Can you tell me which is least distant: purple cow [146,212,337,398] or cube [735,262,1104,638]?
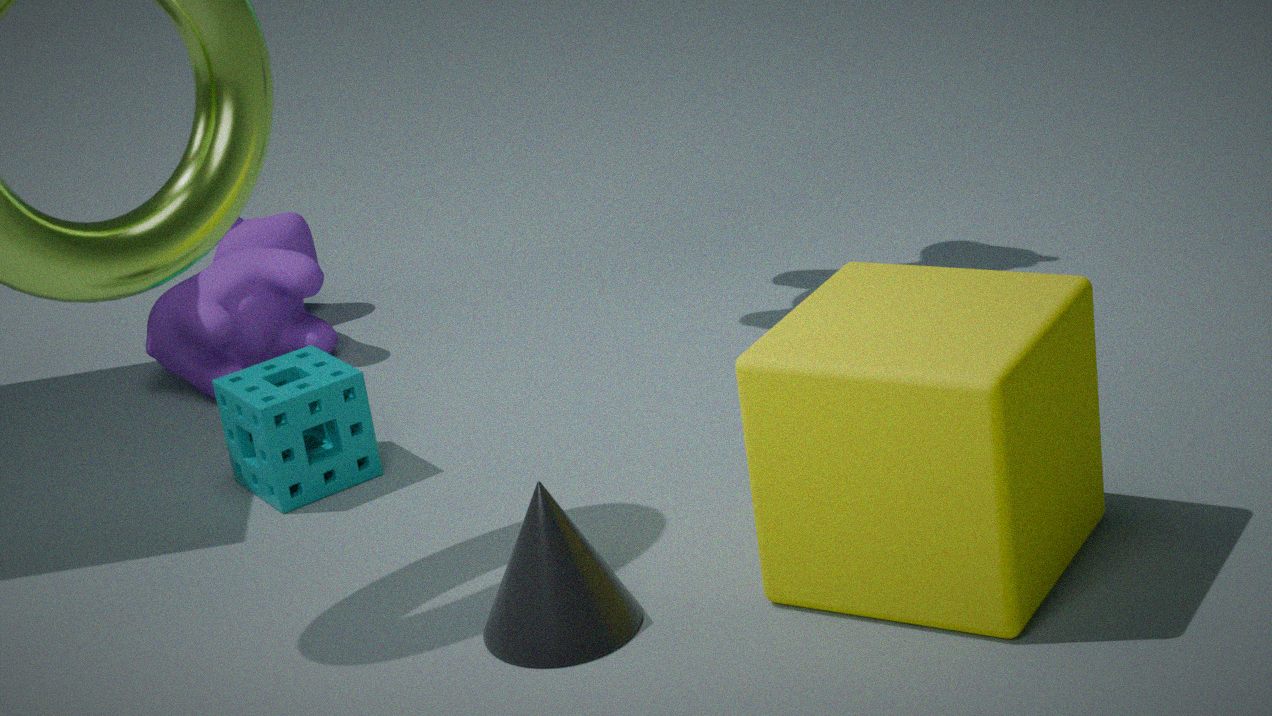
cube [735,262,1104,638]
